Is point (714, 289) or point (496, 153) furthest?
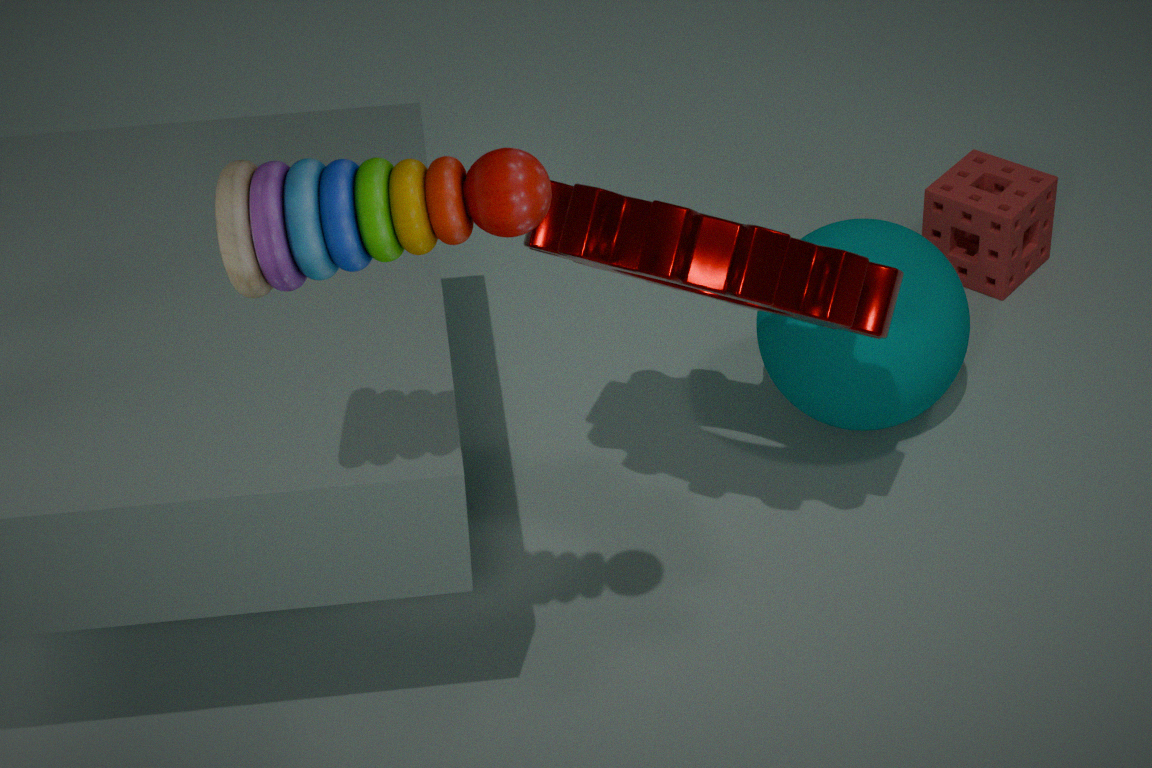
point (714, 289)
